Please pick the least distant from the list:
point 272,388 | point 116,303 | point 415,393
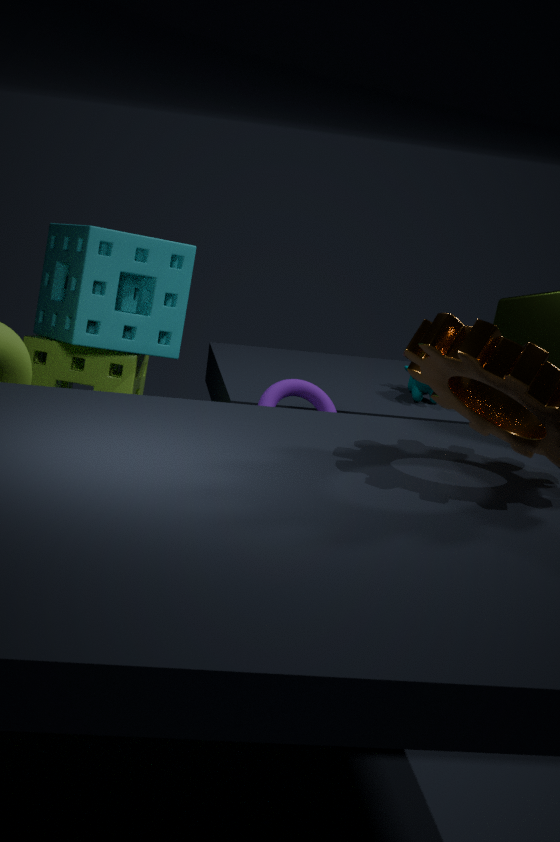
point 272,388
